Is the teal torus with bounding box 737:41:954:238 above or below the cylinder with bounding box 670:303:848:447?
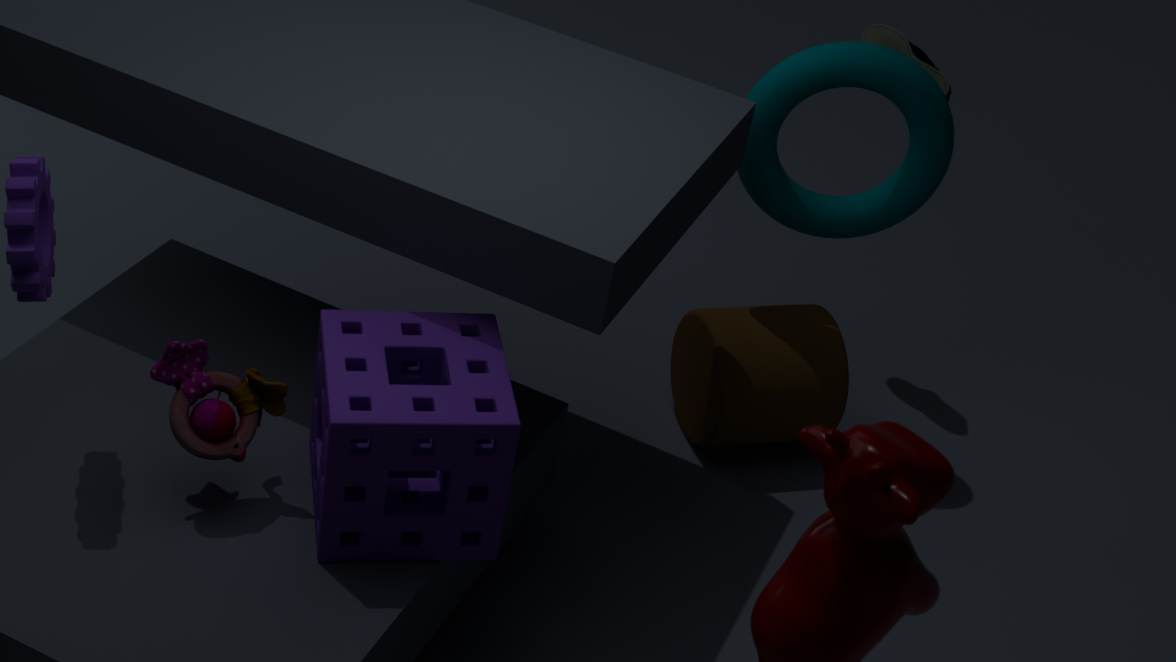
above
